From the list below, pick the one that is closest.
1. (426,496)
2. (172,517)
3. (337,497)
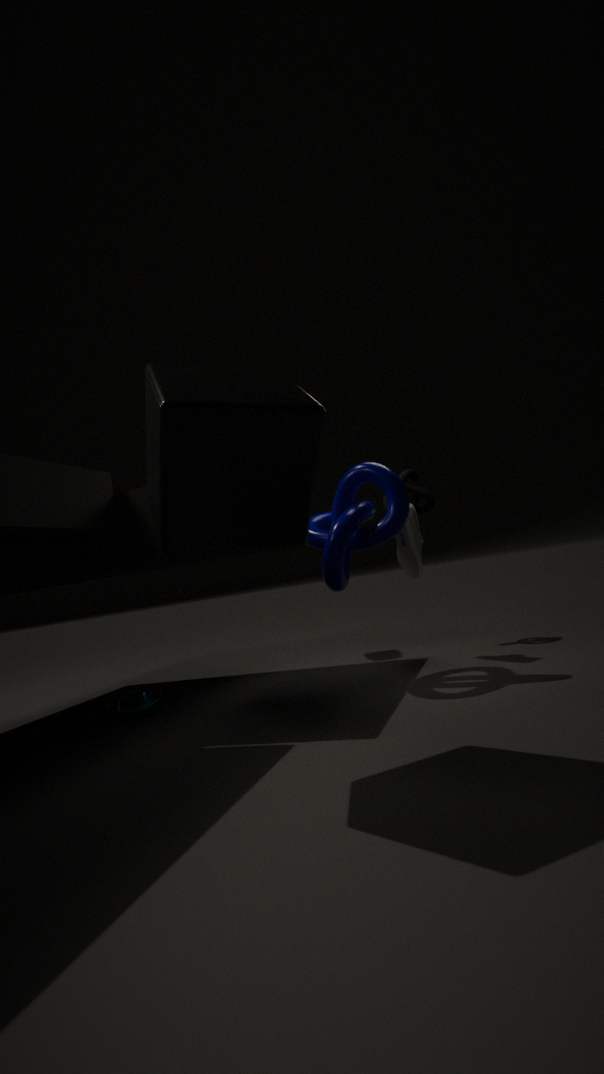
(172,517)
